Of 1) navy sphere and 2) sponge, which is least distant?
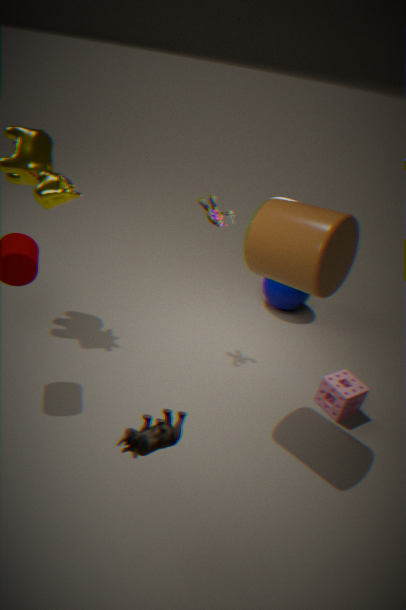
2. sponge
